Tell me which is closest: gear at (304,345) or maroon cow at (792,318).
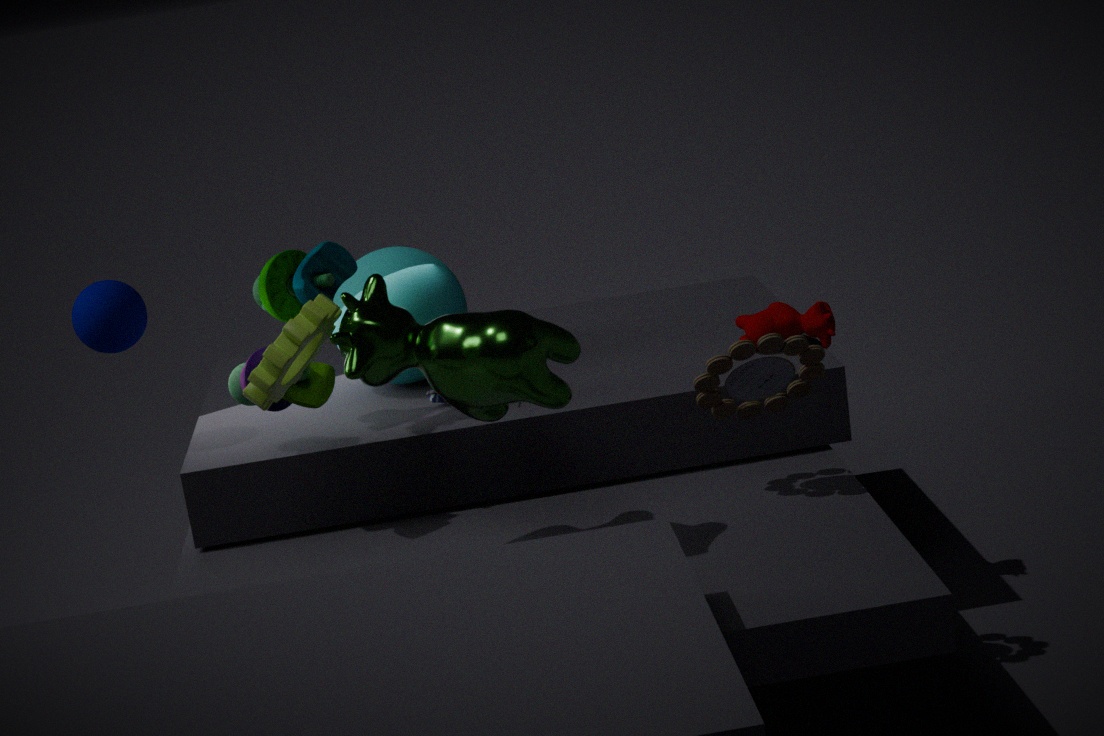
gear at (304,345)
